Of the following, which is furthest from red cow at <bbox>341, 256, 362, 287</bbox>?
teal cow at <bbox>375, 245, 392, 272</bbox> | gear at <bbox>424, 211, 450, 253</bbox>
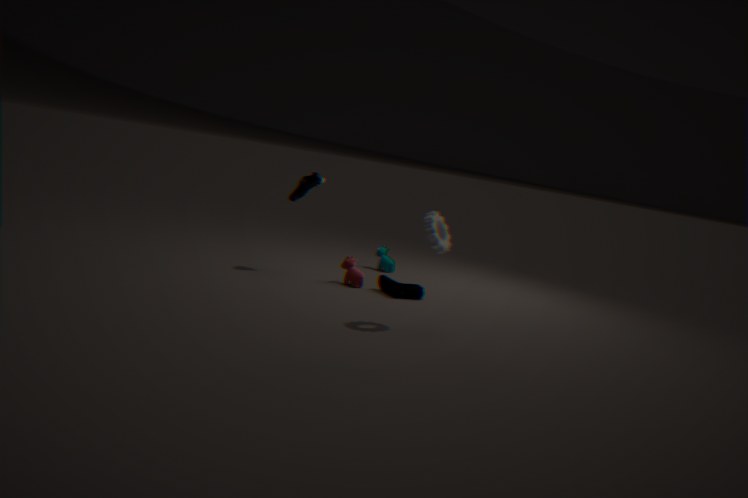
gear at <bbox>424, 211, 450, 253</bbox>
